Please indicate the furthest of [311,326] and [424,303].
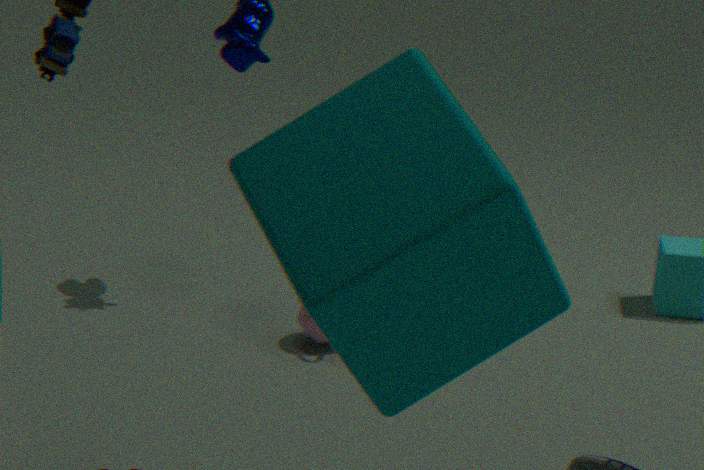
[311,326]
